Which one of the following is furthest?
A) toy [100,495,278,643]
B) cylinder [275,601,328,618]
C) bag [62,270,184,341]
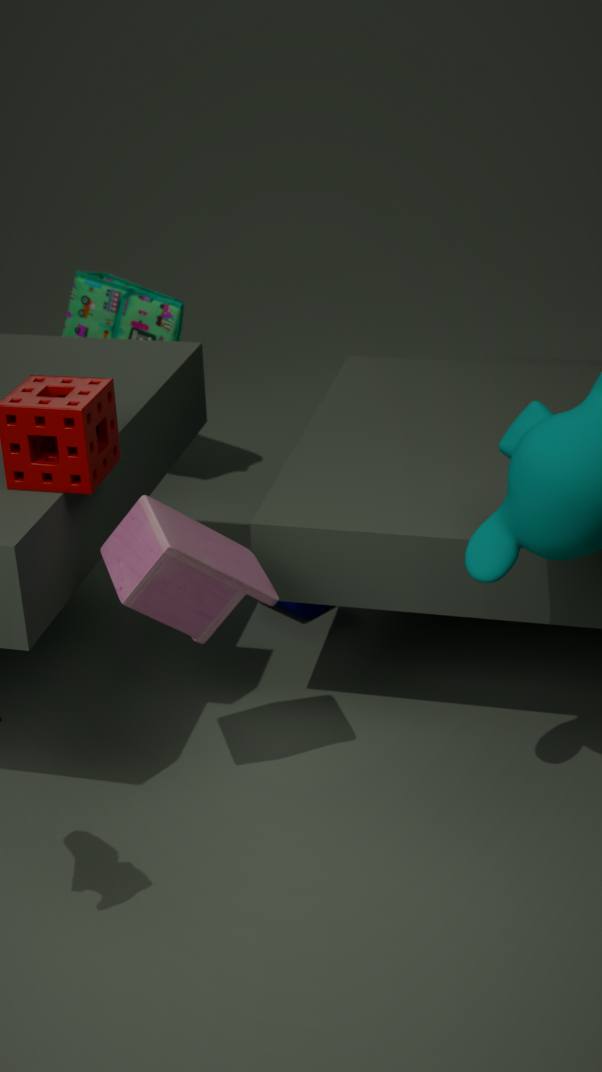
bag [62,270,184,341]
